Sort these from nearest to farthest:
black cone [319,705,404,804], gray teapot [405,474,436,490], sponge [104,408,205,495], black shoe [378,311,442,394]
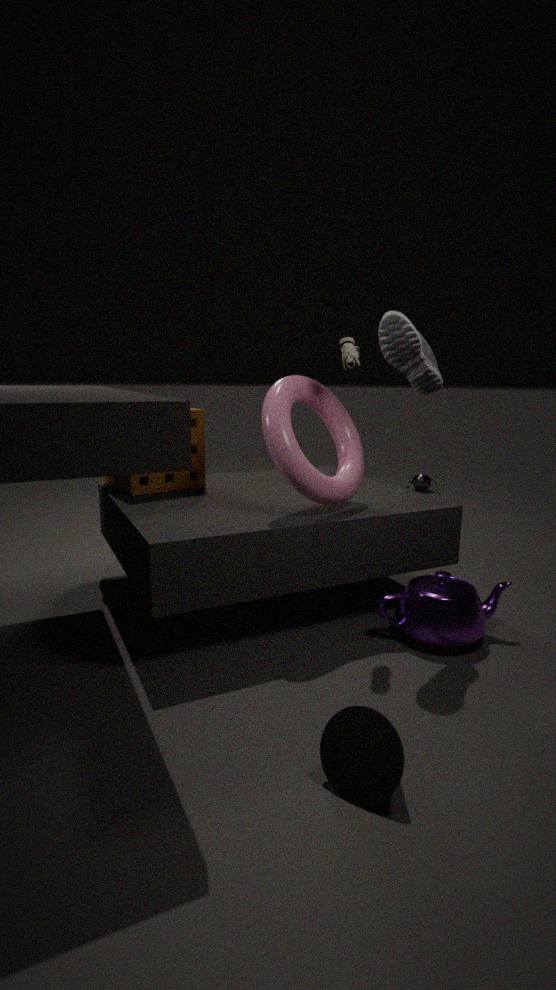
black cone [319,705,404,804] < black shoe [378,311,442,394] < sponge [104,408,205,495] < gray teapot [405,474,436,490]
